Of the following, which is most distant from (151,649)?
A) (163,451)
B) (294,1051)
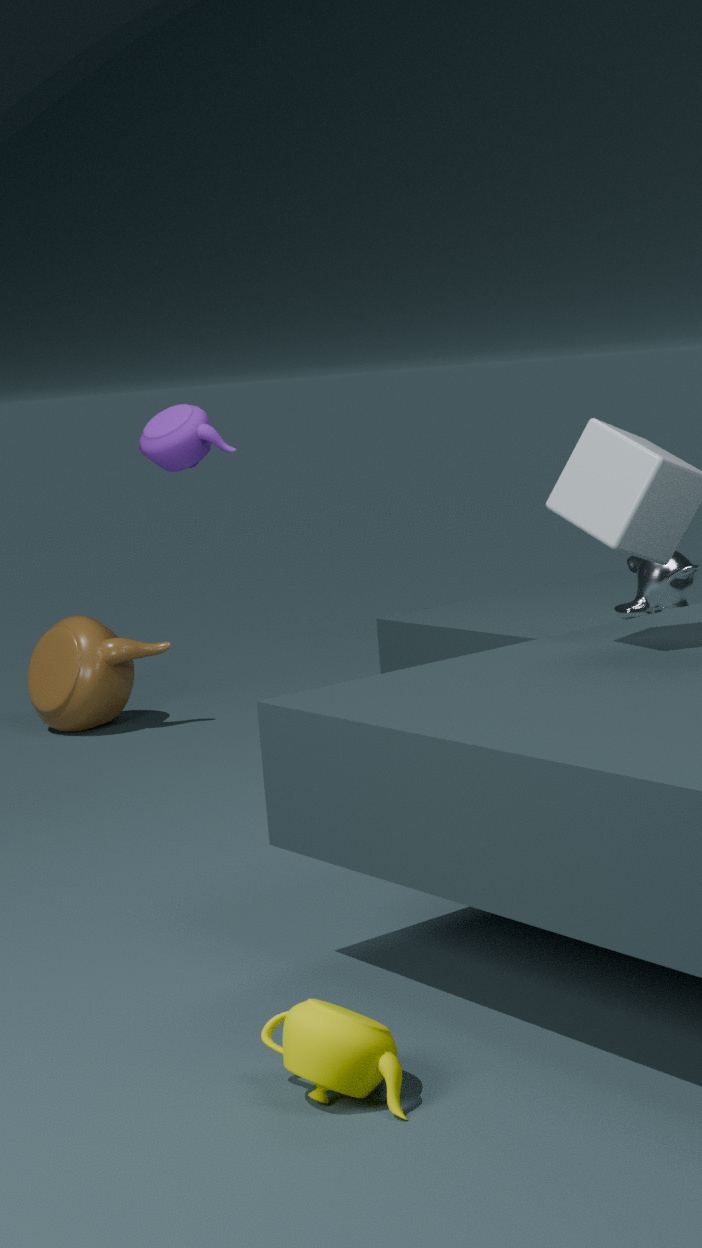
(294,1051)
